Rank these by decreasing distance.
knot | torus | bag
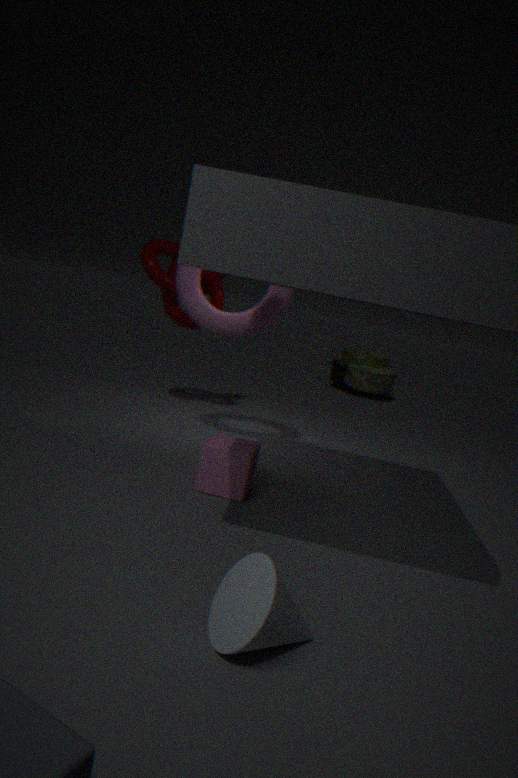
bag, knot, torus
